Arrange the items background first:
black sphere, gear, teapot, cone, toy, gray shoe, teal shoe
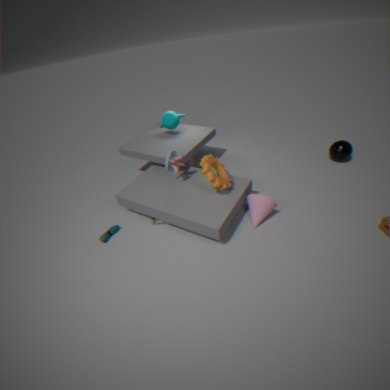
1. teapot
2. black sphere
3. toy
4. gray shoe
5. teal shoe
6. cone
7. gear
